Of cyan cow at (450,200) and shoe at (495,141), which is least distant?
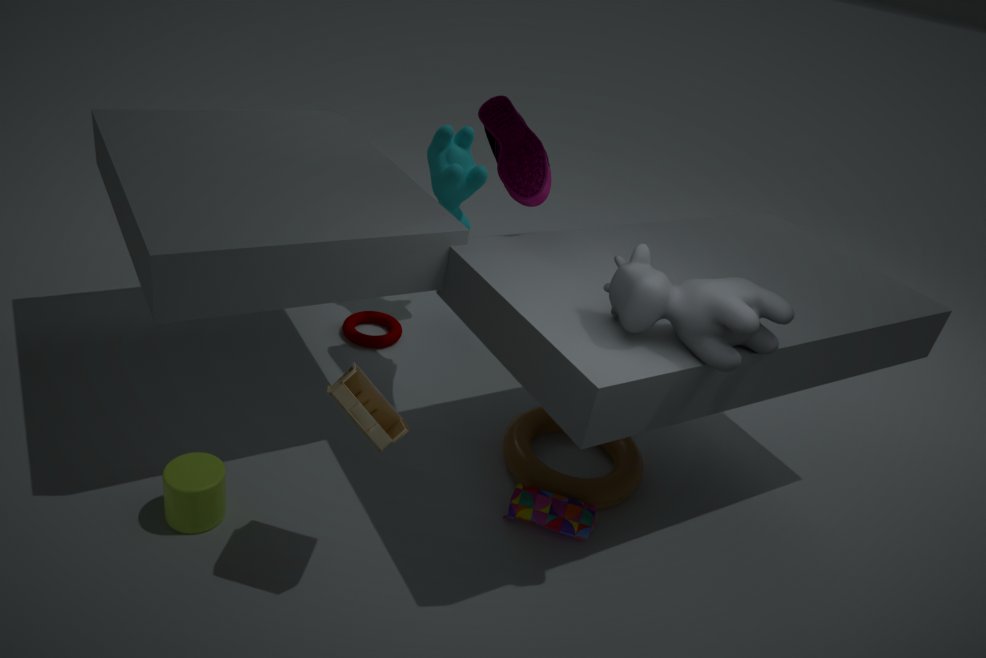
shoe at (495,141)
